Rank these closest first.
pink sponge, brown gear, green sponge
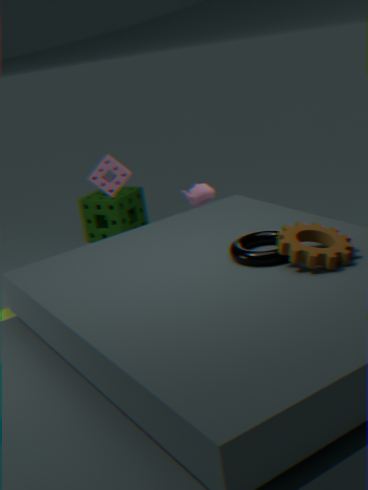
brown gear
pink sponge
green sponge
